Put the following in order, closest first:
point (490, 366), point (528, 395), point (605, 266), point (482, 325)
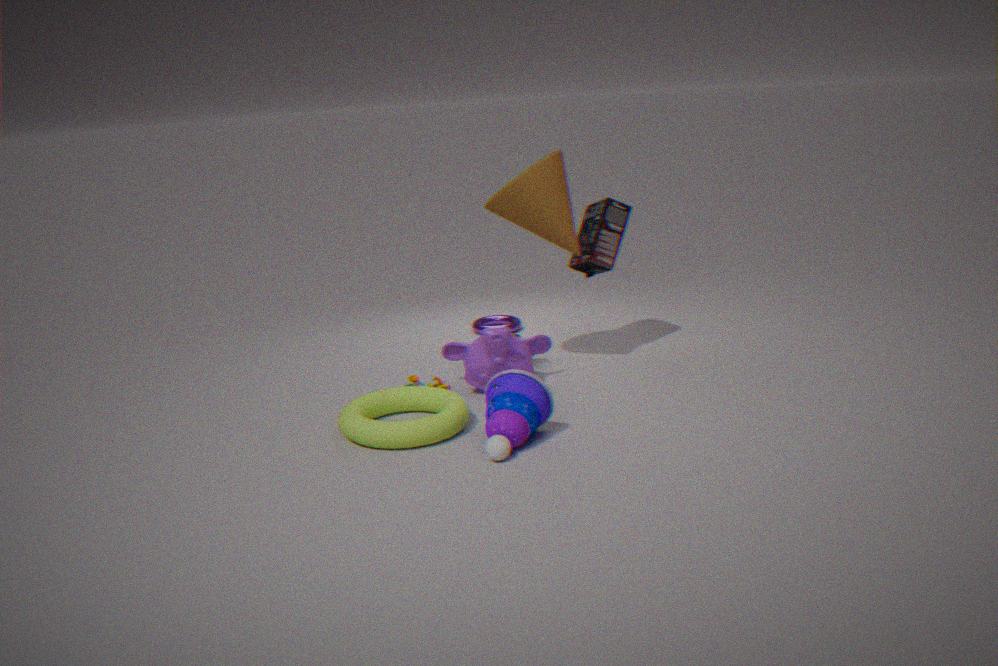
1. point (528, 395)
2. point (490, 366)
3. point (605, 266)
4. point (482, 325)
